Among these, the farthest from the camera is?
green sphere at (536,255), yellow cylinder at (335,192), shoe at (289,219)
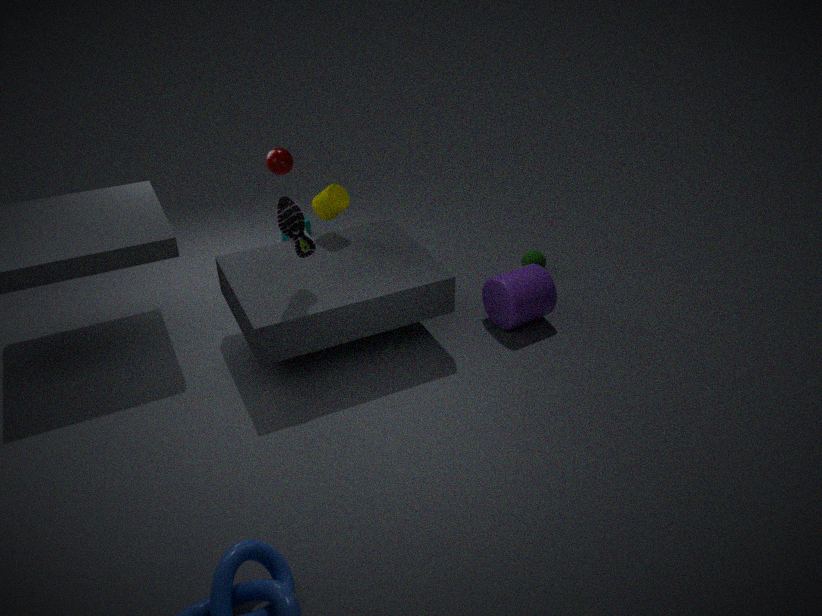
green sphere at (536,255)
